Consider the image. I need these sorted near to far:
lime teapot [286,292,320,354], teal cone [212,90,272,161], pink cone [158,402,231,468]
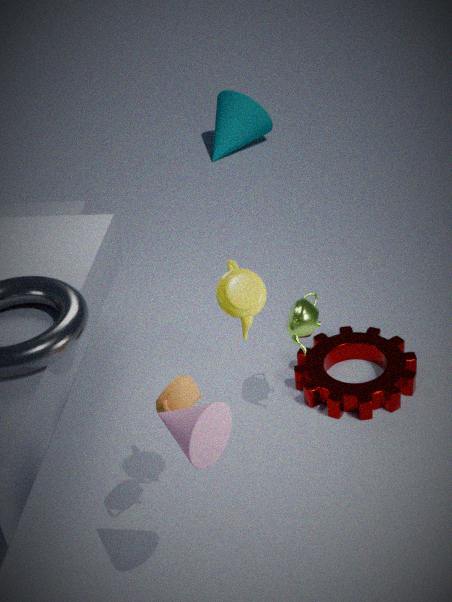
pink cone [158,402,231,468] → lime teapot [286,292,320,354] → teal cone [212,90,272,161]
